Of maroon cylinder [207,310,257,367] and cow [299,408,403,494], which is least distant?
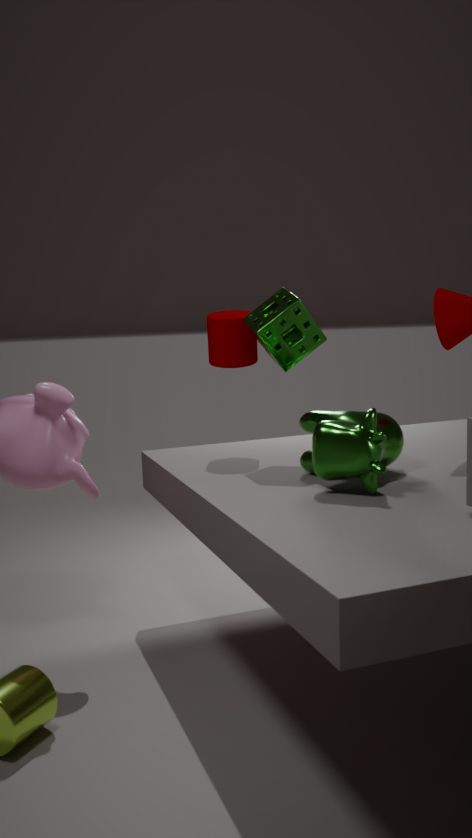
cow [299,408,403,494]
